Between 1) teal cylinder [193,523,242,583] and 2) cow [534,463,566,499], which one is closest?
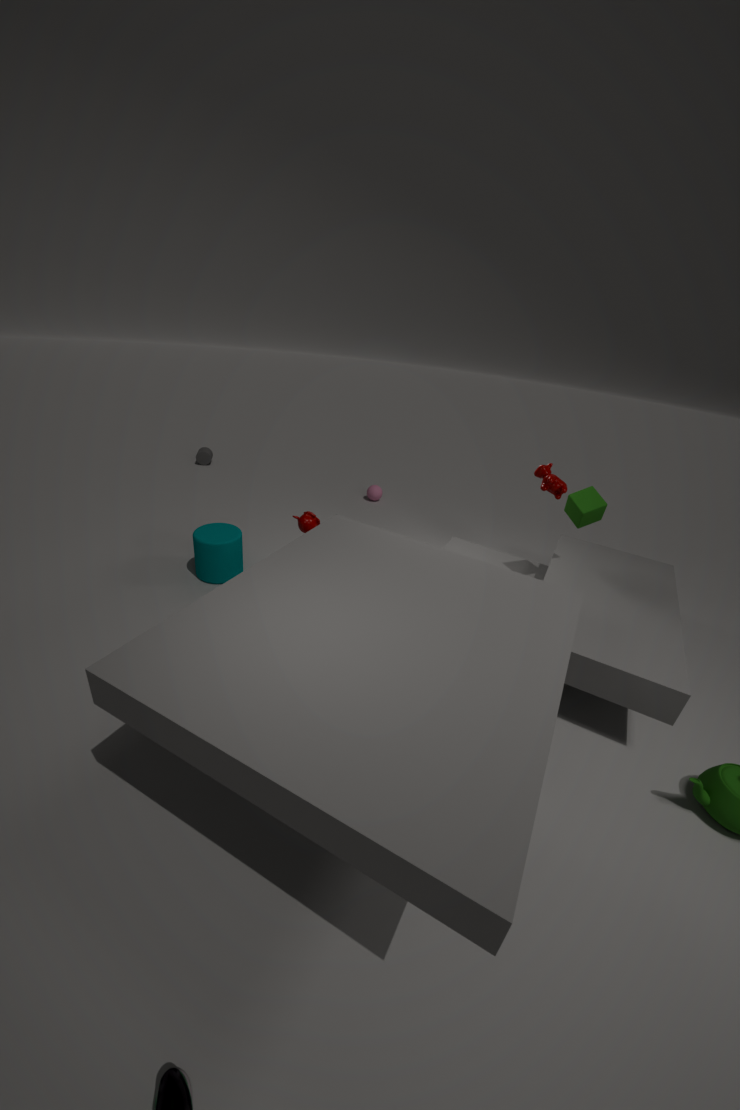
2. cow [534,463,566,499]
